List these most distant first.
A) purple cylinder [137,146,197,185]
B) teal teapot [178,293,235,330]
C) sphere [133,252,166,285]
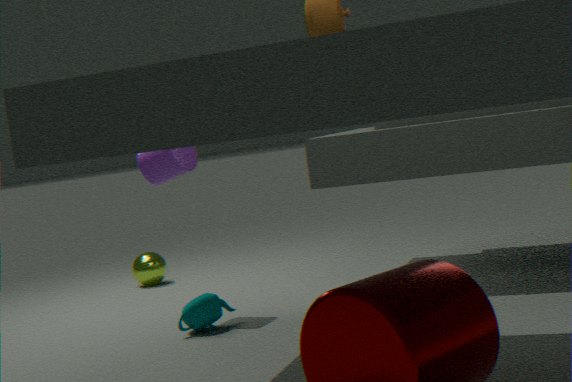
sphere [133,252,166,285]
purple cylinder [137,146,197,185]
teal teapot [178,293,235,330]
